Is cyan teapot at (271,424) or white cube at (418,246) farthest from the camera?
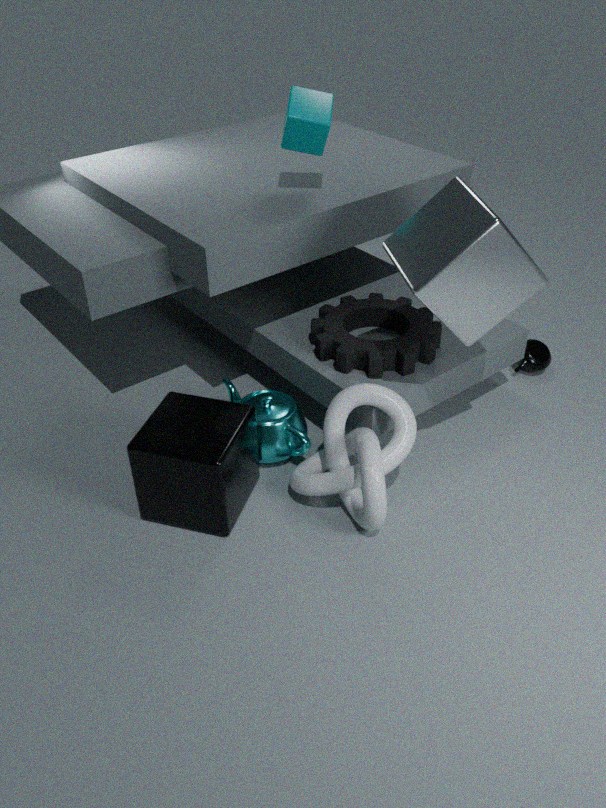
cyan teapot at (271,424)
